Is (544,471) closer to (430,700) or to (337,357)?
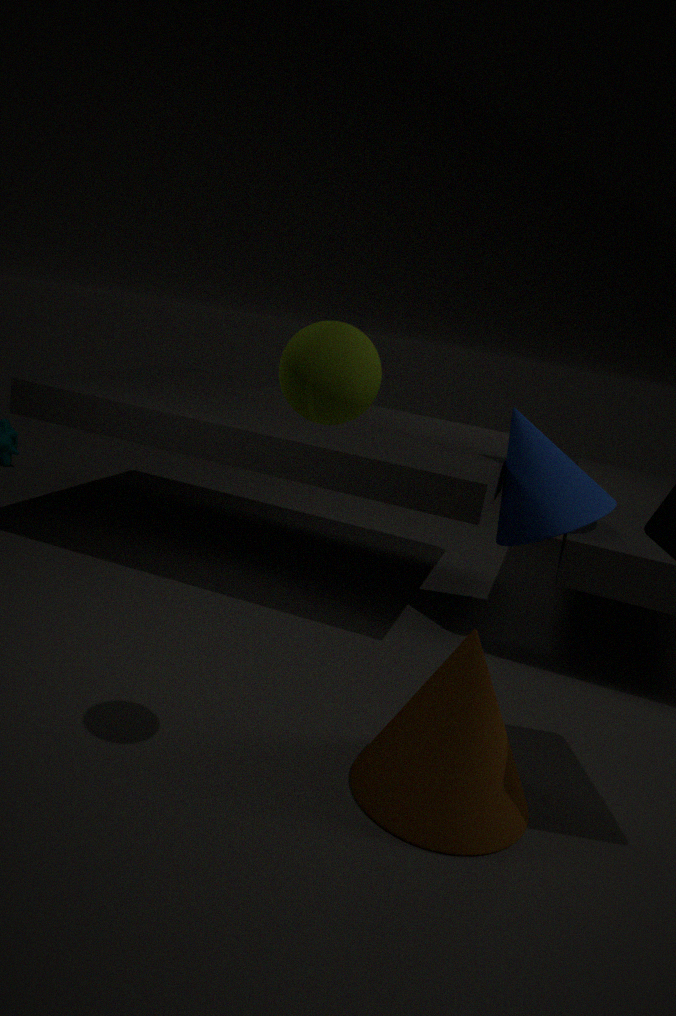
(430,700)
